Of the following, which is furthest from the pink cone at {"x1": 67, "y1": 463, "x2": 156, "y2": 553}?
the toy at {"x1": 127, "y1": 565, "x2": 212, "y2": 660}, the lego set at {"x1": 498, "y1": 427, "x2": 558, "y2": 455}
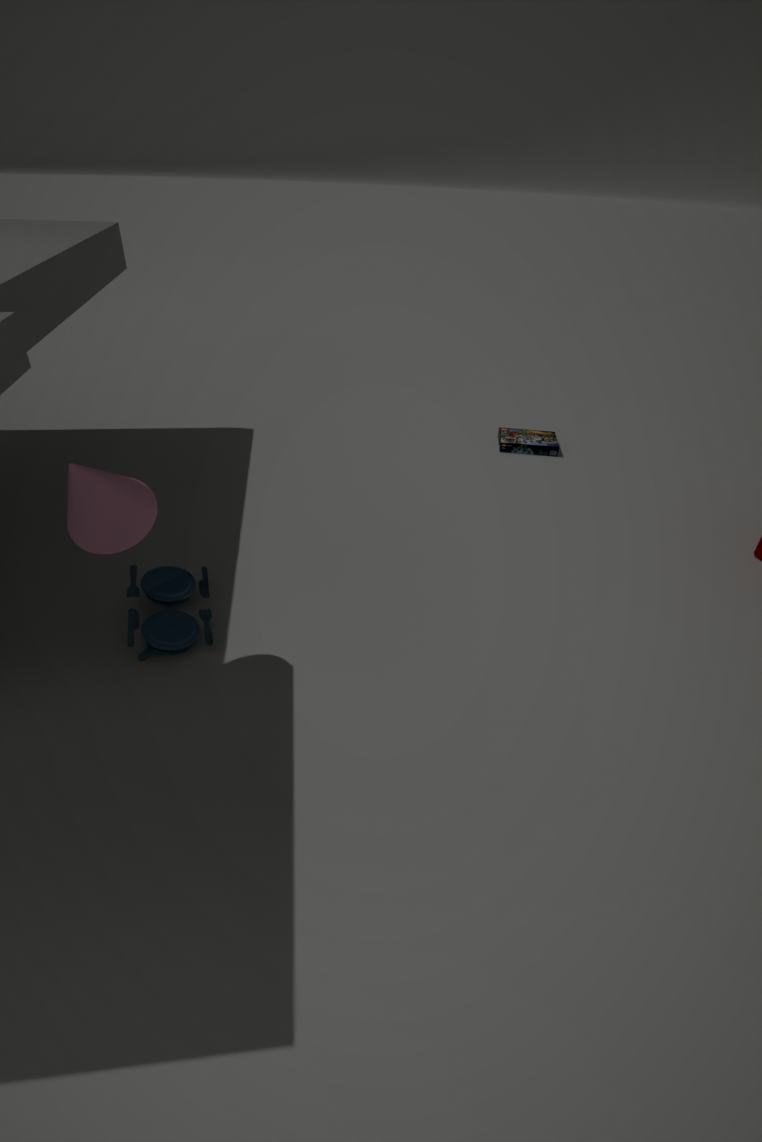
the lego set at {"x1": 498, "y1": 427, "x2": 558, "y2": 455}
